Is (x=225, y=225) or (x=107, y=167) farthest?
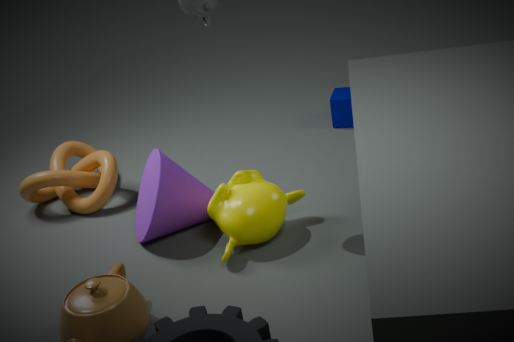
(x=107, y=167)
